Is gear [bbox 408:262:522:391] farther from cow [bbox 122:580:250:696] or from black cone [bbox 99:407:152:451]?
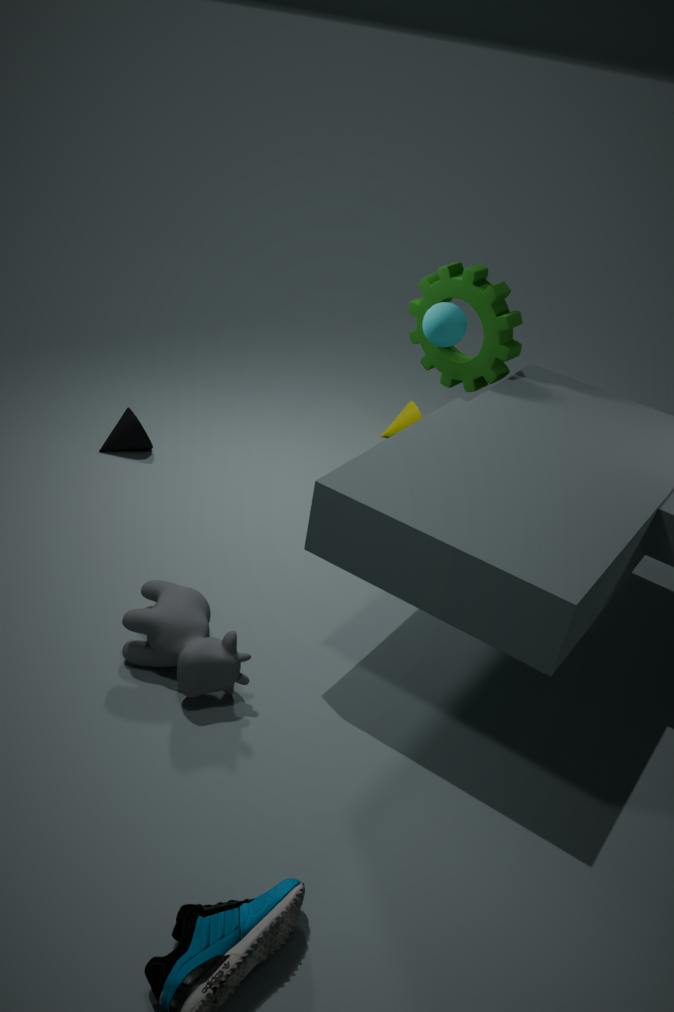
cow [bbox 122:580:250:696]
